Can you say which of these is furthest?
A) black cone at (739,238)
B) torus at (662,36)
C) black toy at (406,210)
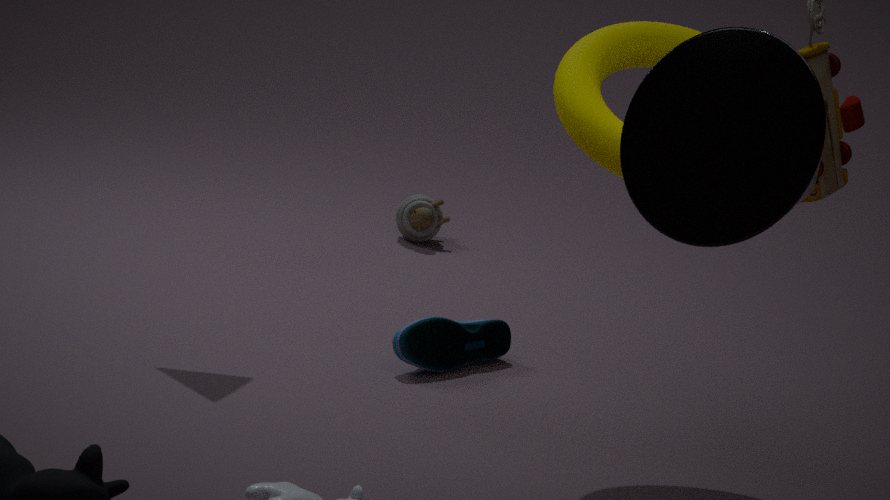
C. black toy at (406,210)
